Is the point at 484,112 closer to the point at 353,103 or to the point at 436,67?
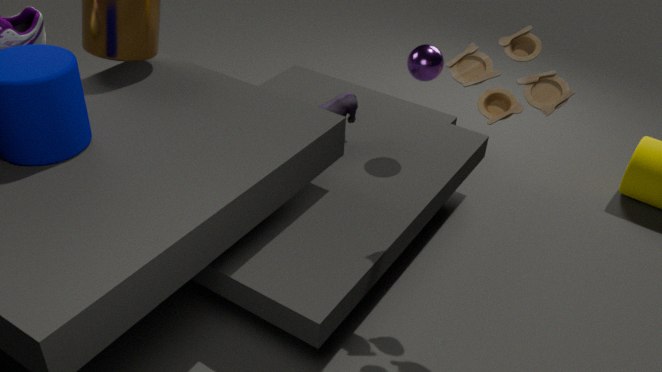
the point at 436,67
